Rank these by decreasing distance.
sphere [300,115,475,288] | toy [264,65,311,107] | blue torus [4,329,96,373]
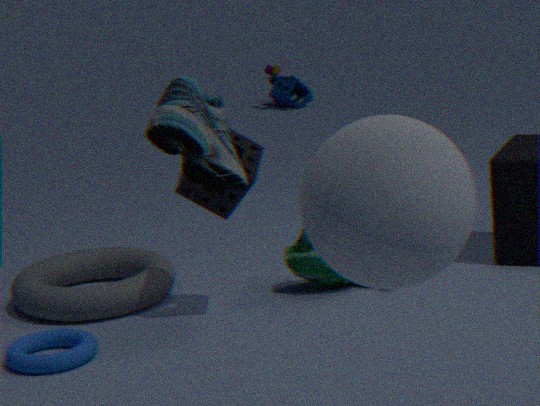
toy [264,65,311,107], blue torus [4,329,96,373], sphere [300,115,475,288]
